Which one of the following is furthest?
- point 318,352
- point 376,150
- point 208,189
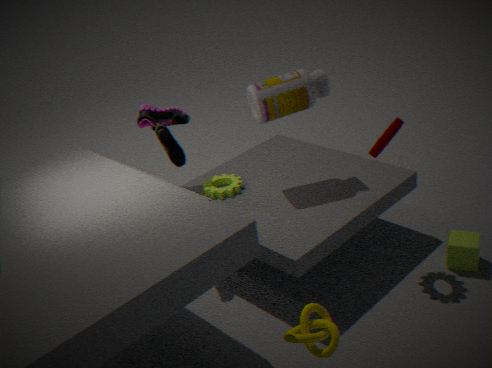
point 208,189
